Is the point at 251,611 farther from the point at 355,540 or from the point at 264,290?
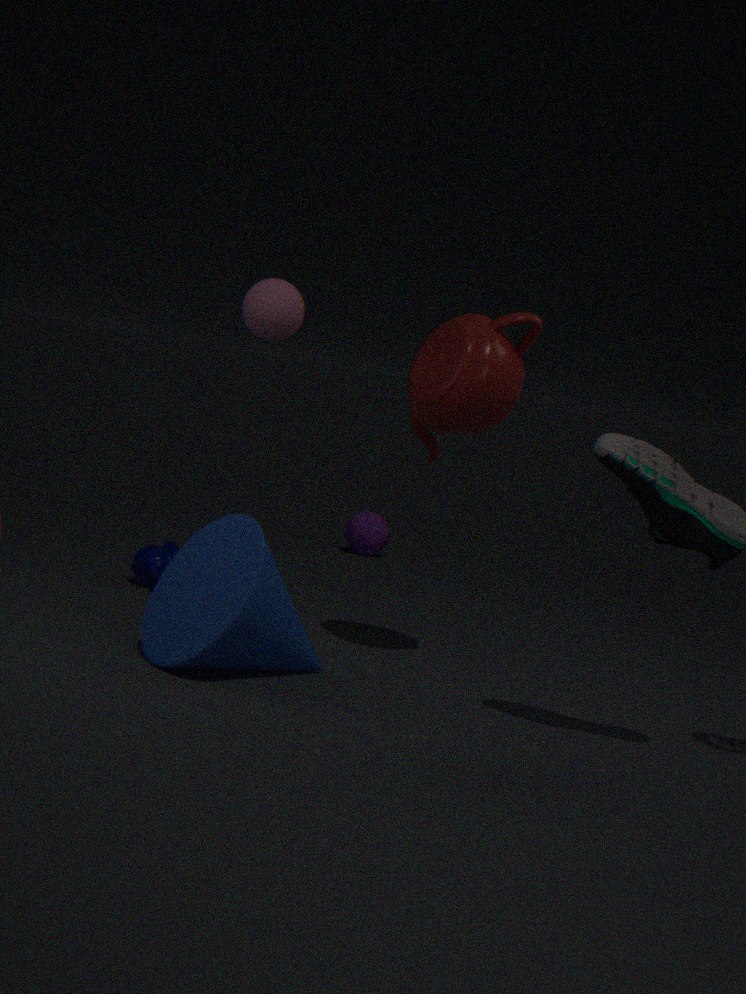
the point at 355,540
